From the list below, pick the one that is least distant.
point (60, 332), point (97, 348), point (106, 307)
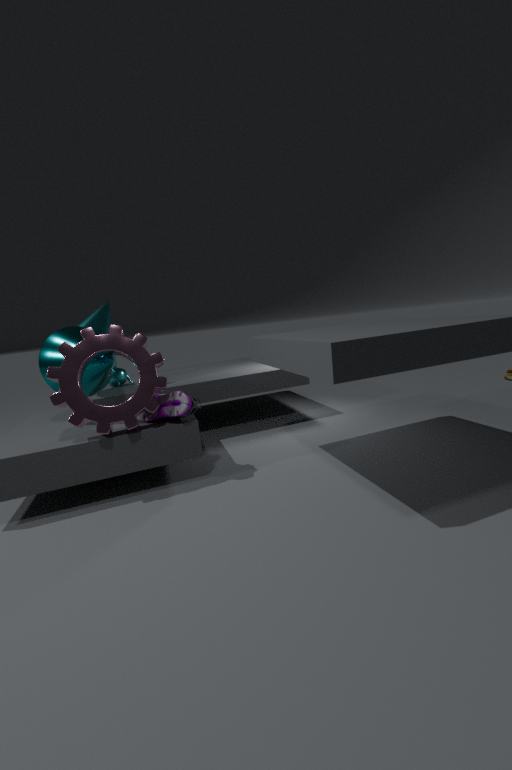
point (97, 348)
